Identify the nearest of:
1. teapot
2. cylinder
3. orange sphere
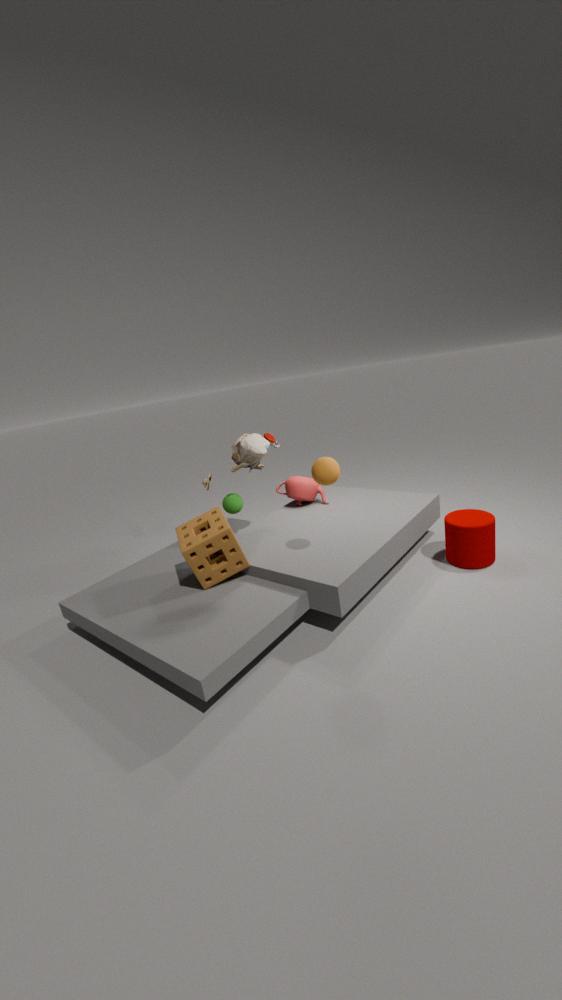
orange sphere
